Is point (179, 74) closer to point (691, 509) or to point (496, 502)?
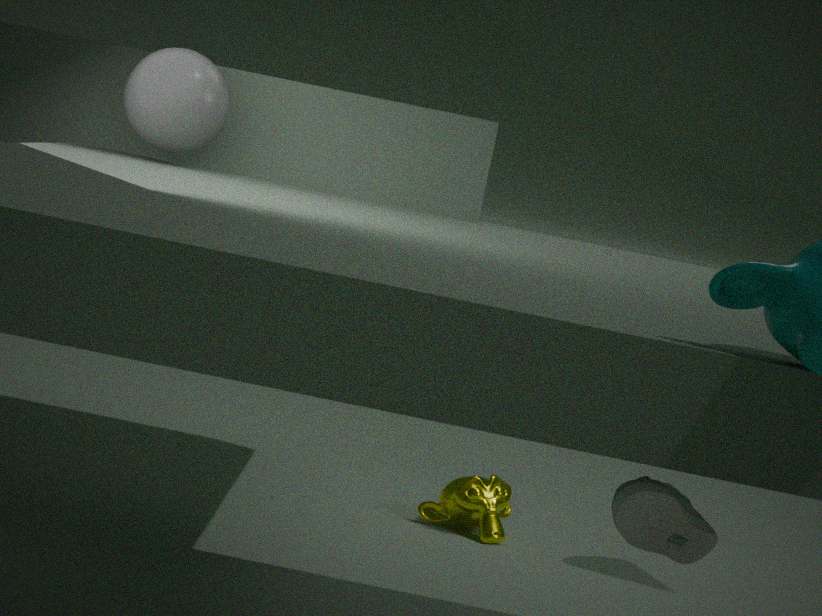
point (691, 509)
